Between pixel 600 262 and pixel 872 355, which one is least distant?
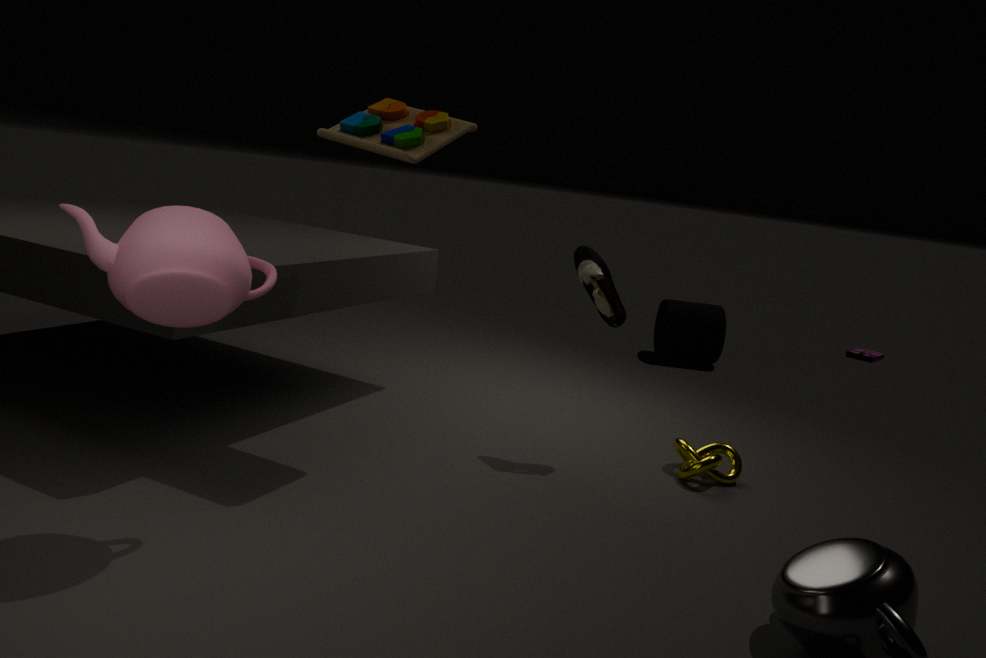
pixel 600 262
